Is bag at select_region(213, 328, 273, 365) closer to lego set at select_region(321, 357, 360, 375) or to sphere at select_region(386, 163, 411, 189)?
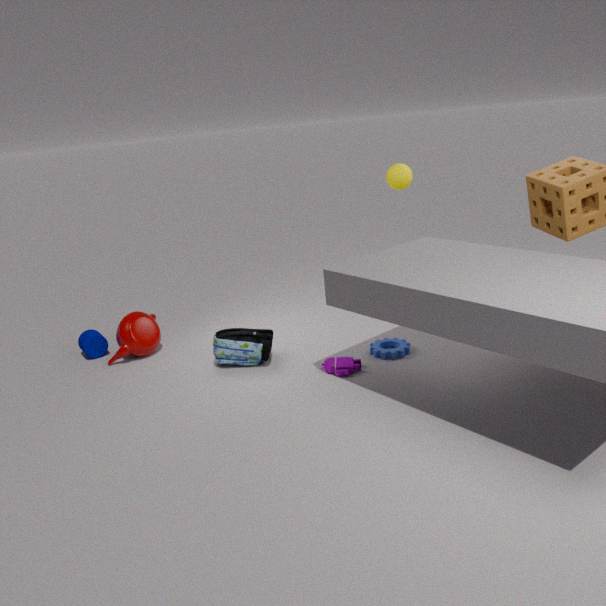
lego set at select_region(321, 357, 360, 375)
